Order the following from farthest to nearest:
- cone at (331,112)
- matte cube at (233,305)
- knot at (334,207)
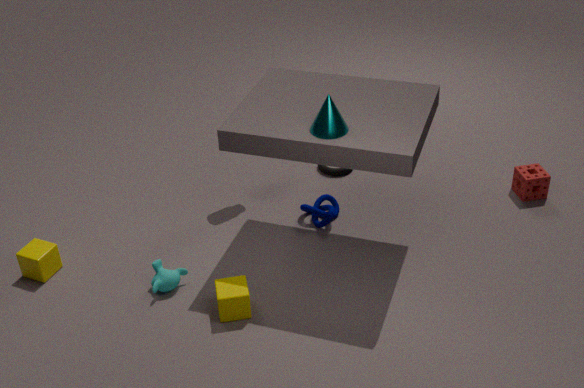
1. knot at (334,207)
2. matte cube at (233,305)
3. cone at (331,112)
